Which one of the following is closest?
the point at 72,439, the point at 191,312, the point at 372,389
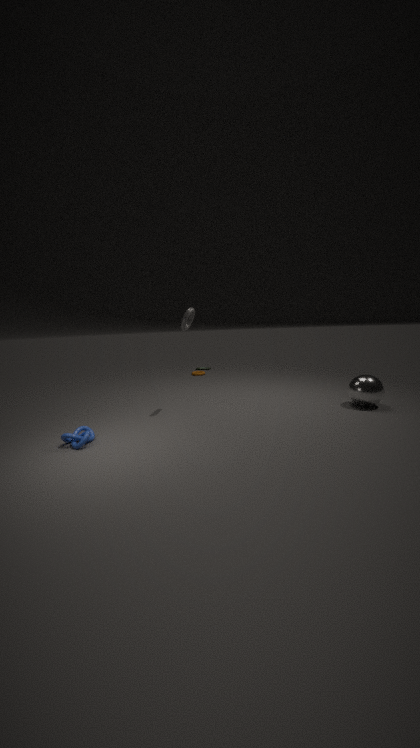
the point at 72,439
